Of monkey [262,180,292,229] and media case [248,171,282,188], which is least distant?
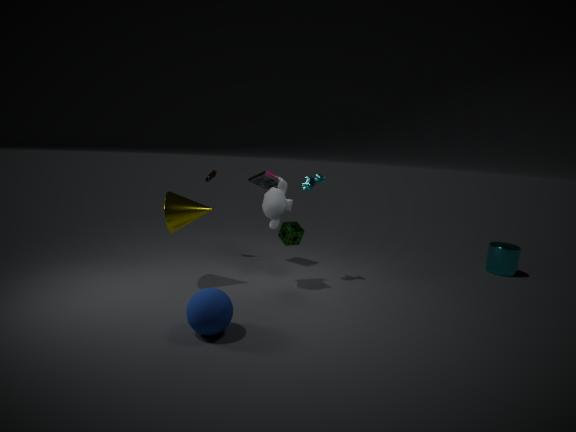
monkey [262,180,292,229]
